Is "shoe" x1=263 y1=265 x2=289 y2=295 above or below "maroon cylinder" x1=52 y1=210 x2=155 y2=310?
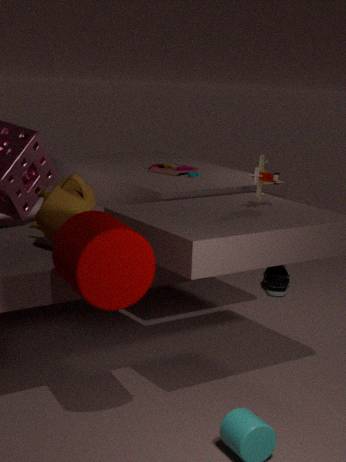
below
